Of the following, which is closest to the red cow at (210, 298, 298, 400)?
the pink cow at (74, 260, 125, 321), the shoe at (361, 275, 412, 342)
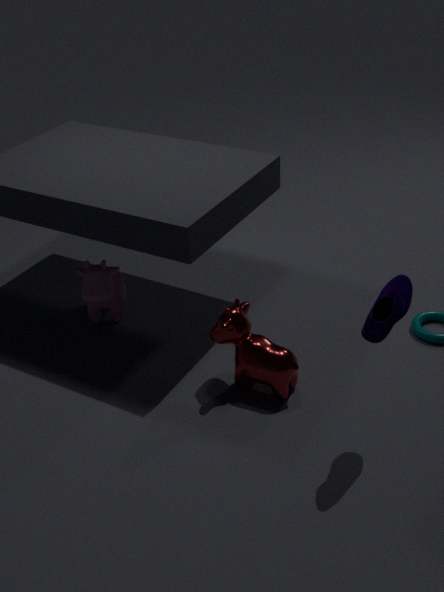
the shoe at (361, 275, 412, 342)
